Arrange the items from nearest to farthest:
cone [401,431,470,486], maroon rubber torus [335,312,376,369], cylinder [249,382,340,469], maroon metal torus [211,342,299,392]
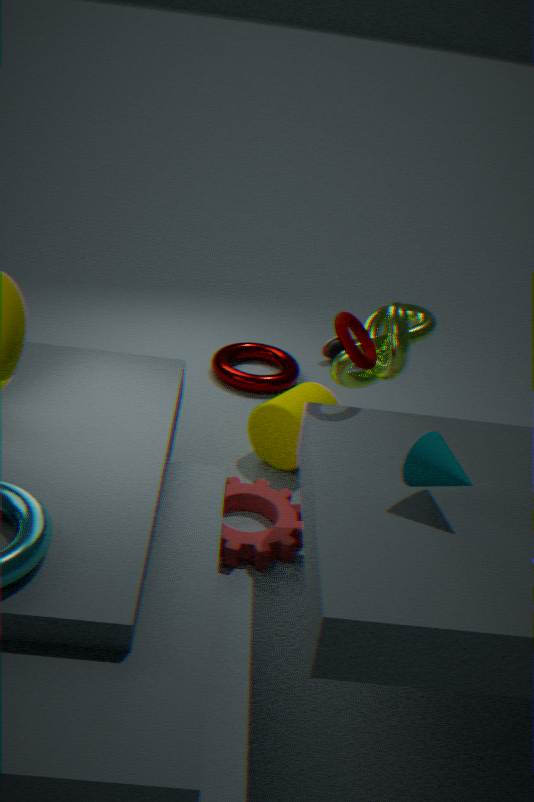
cone [401,431,470,486] < maroon rubber torus [335,312,376,369] < cylinder [249,382,340,469] < maroon metal torus [211,342,299,392]
